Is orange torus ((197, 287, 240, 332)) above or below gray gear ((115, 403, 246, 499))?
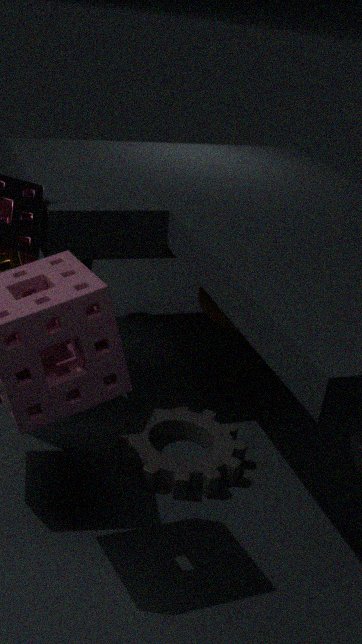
above
